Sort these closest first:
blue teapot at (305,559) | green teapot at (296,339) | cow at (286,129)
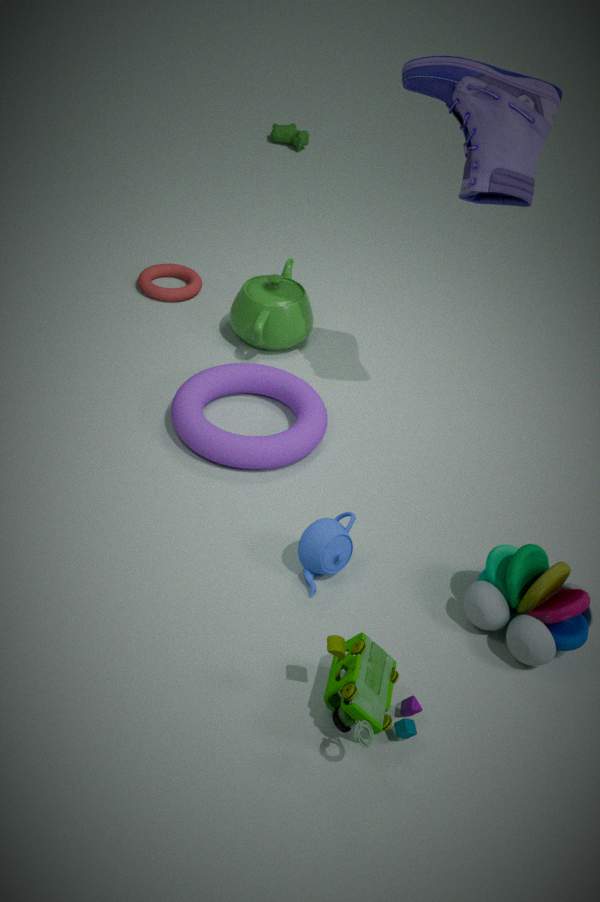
1. blue teapot at (305,559)
2. green teapot at (296,339)
3. cow at (286,129)
